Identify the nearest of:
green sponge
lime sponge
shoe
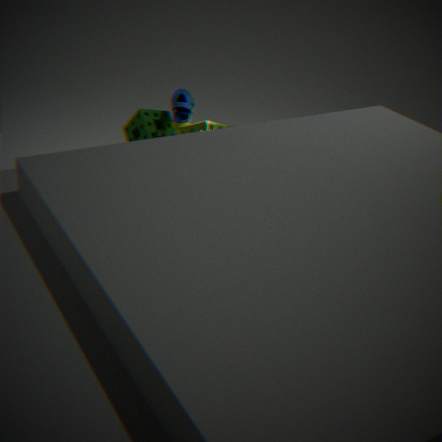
lime sponge
